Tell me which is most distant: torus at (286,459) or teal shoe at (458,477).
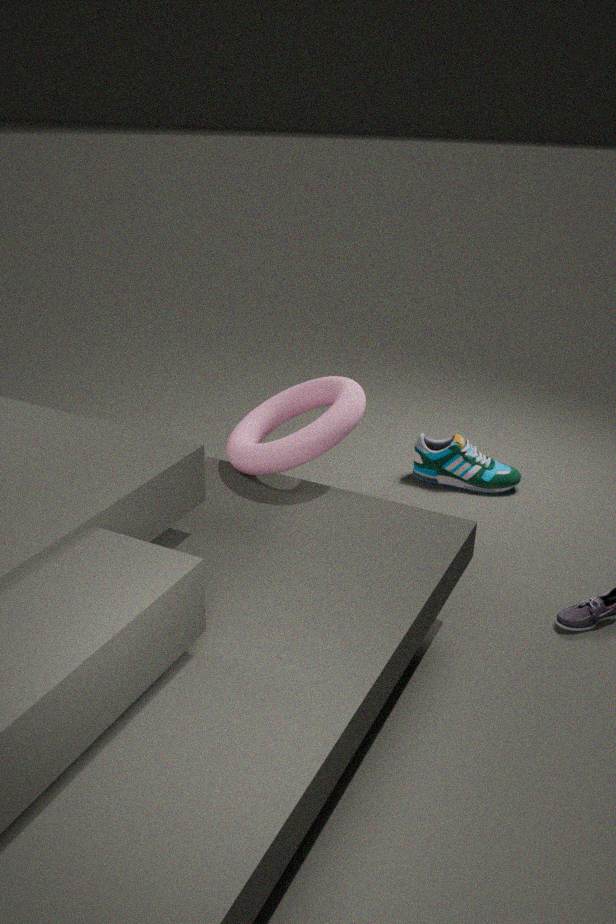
teal shoe at (458,477)
